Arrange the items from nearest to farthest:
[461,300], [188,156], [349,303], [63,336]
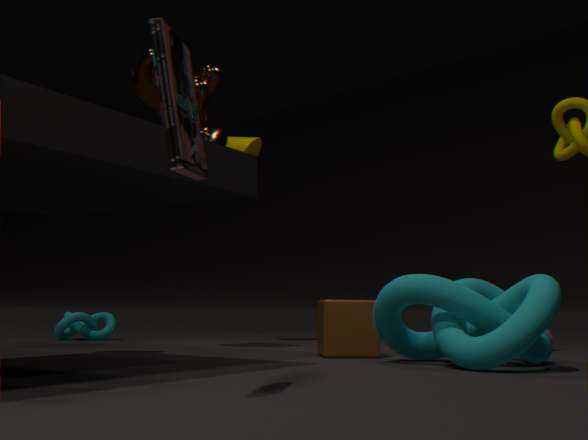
1. [188,156]
2. [461,300]
3. [349,303]
4. [63,336]
